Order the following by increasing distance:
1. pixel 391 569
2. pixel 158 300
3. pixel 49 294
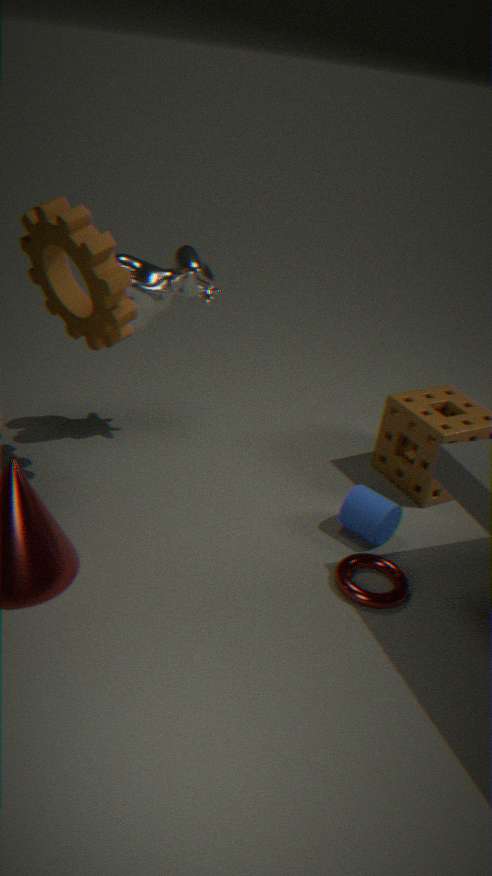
pixel 391 569
pixel 49 294
pixel 158 300
